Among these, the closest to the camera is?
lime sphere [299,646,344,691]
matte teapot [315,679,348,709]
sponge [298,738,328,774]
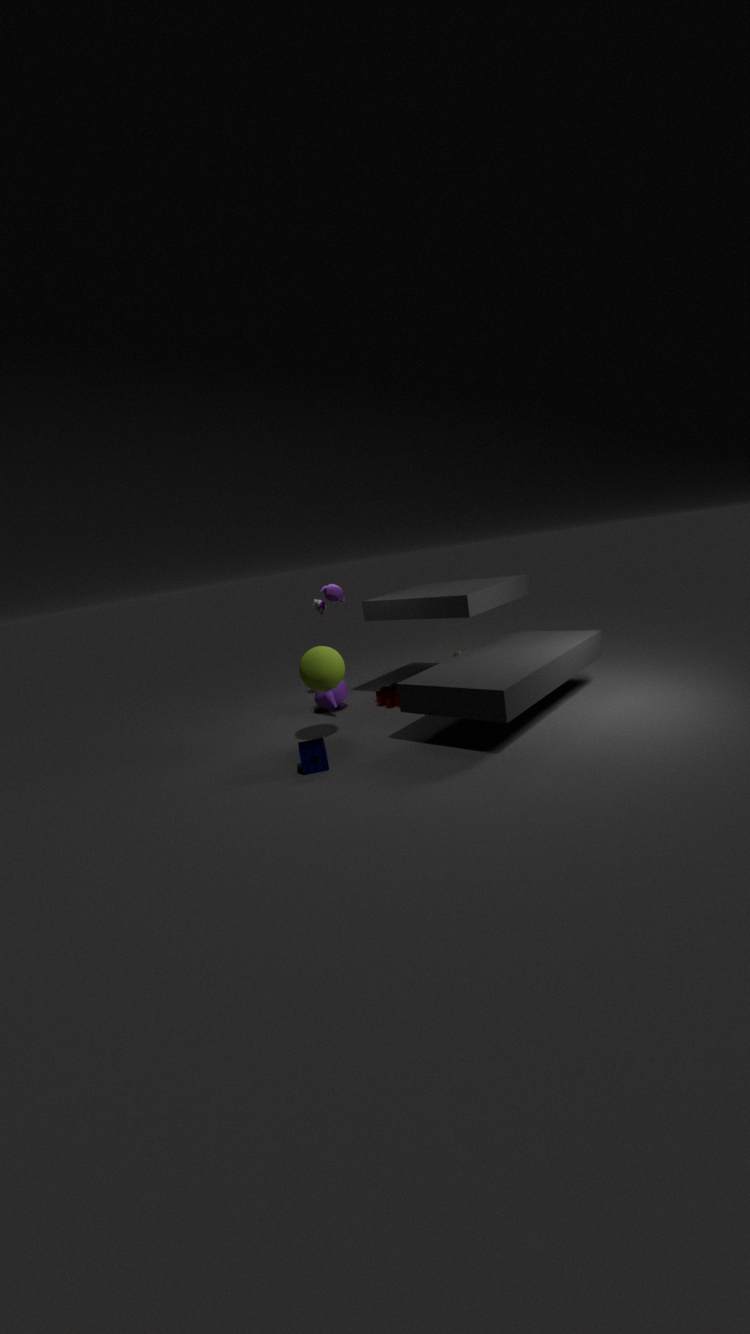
sponge [298,738,328,774]
